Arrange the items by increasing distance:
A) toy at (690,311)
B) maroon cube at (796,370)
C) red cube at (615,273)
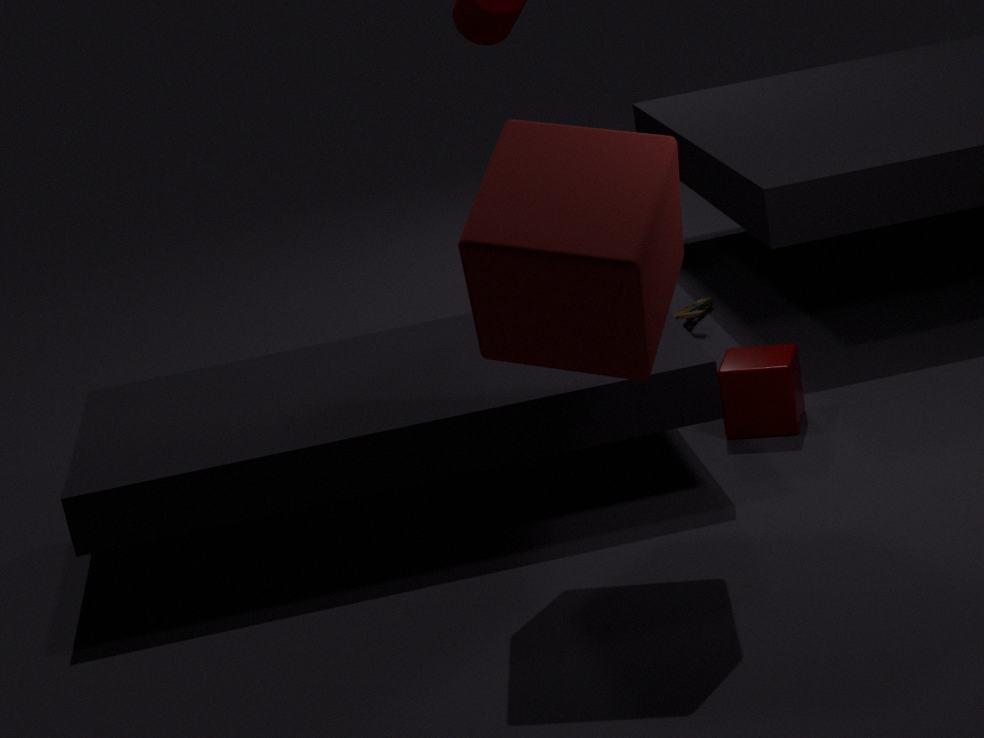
red cube at (615,273) → maroon cube at (796,370) → toy at (690,311)
